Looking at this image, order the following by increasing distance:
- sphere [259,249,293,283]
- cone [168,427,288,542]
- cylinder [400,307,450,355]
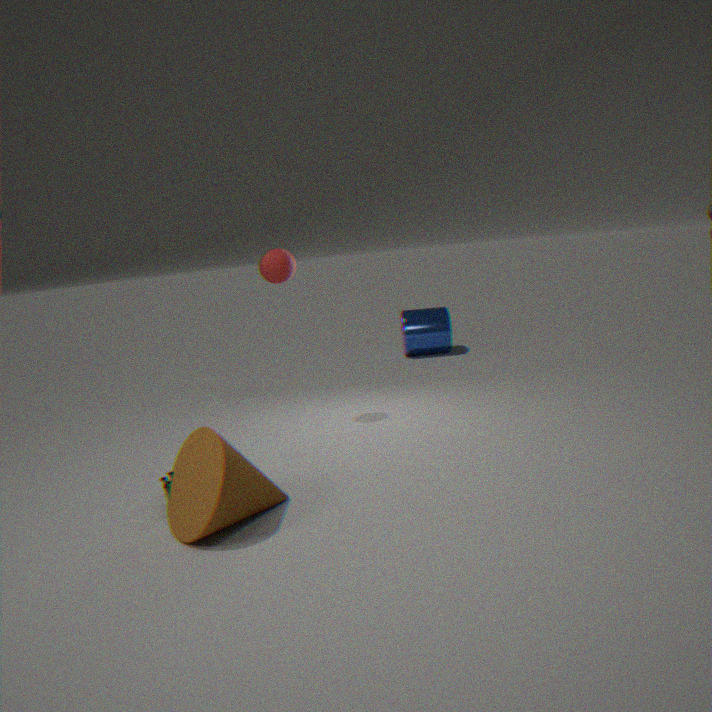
1. cone [168,427,288,542]
2. sphere [259,249,293,283]
3. cylinder [400,307,450,355]
